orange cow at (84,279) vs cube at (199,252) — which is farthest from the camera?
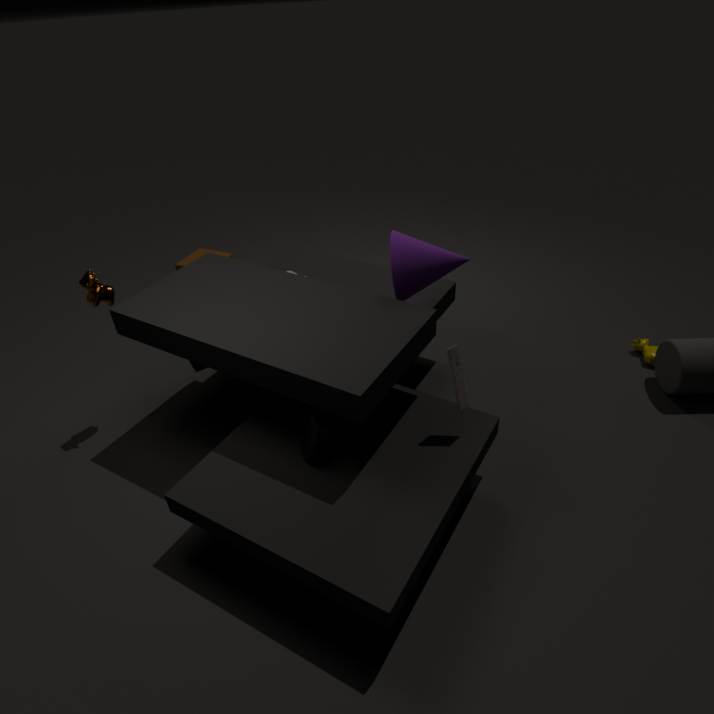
cube at (199,252)
